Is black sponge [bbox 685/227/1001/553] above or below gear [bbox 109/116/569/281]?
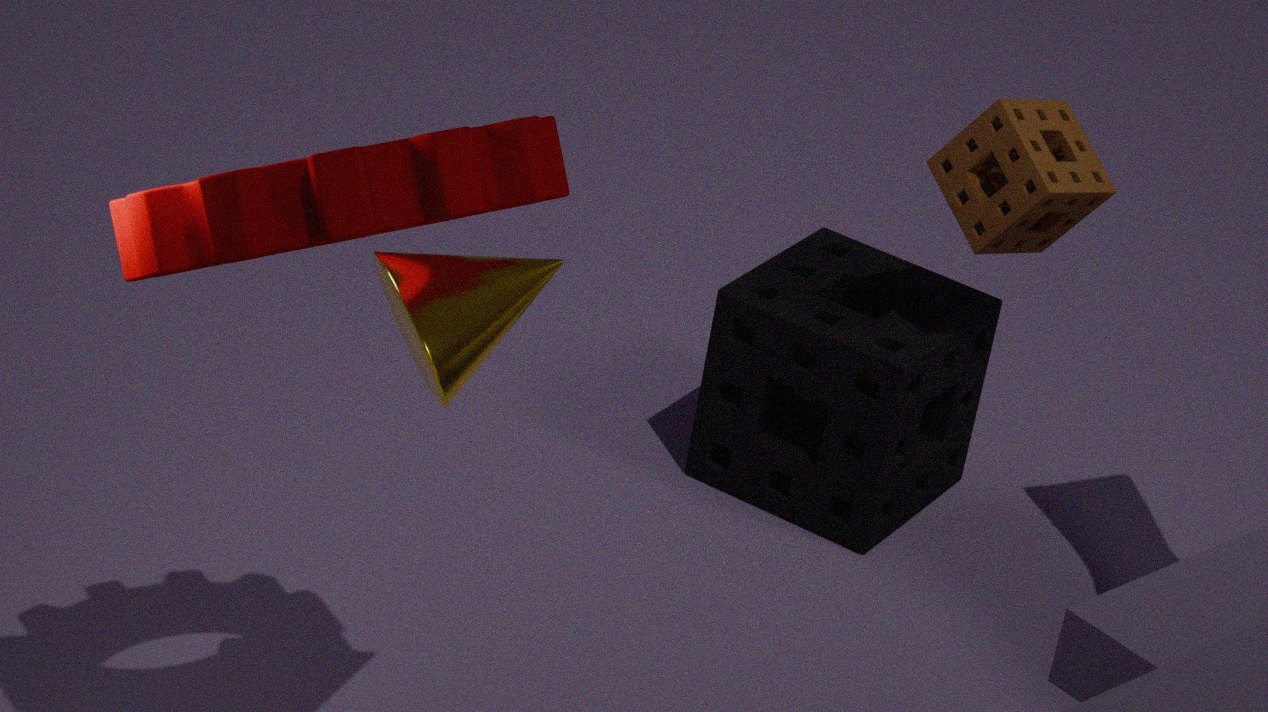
below
